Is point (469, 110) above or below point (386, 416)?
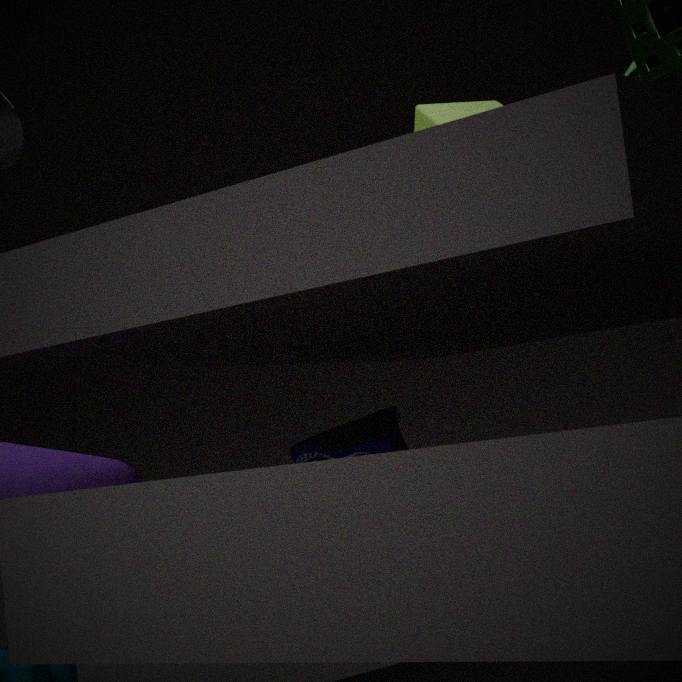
above
